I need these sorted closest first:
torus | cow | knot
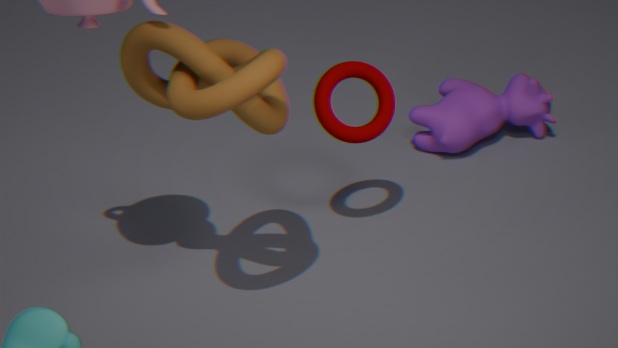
knot < torus < cow
